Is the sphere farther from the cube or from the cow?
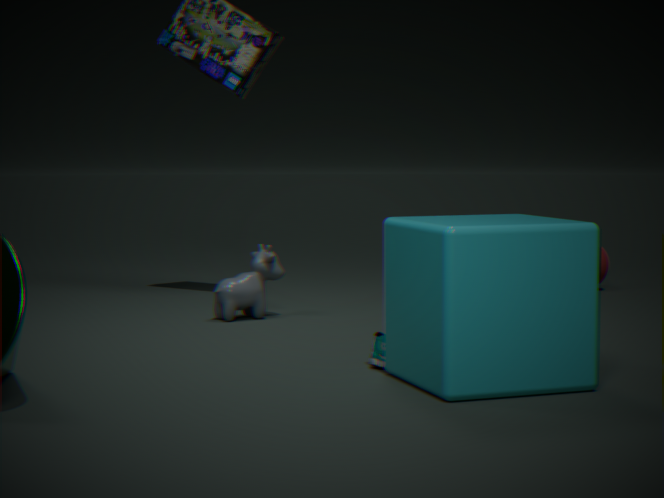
the cube
